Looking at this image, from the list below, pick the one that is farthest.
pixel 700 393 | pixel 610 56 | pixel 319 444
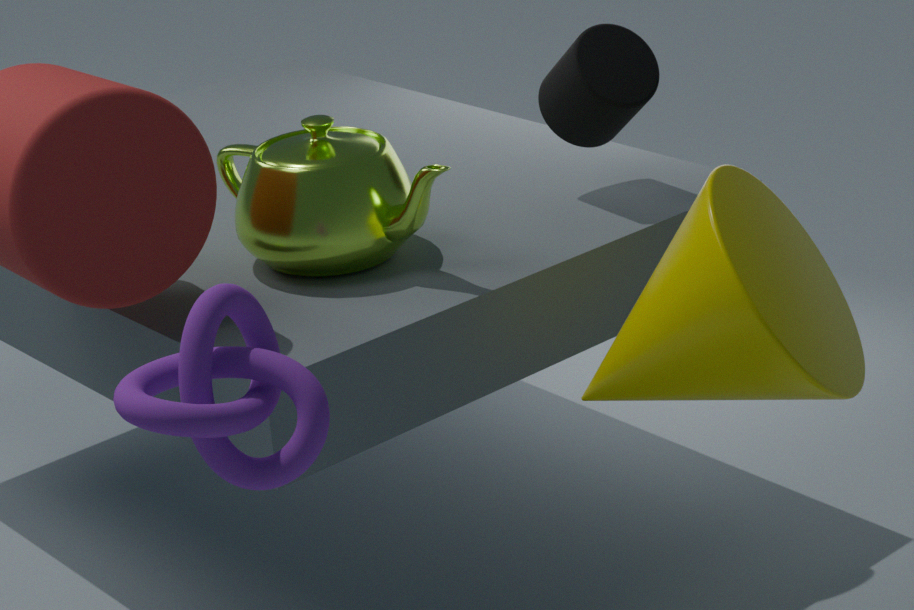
pixel 610 56
